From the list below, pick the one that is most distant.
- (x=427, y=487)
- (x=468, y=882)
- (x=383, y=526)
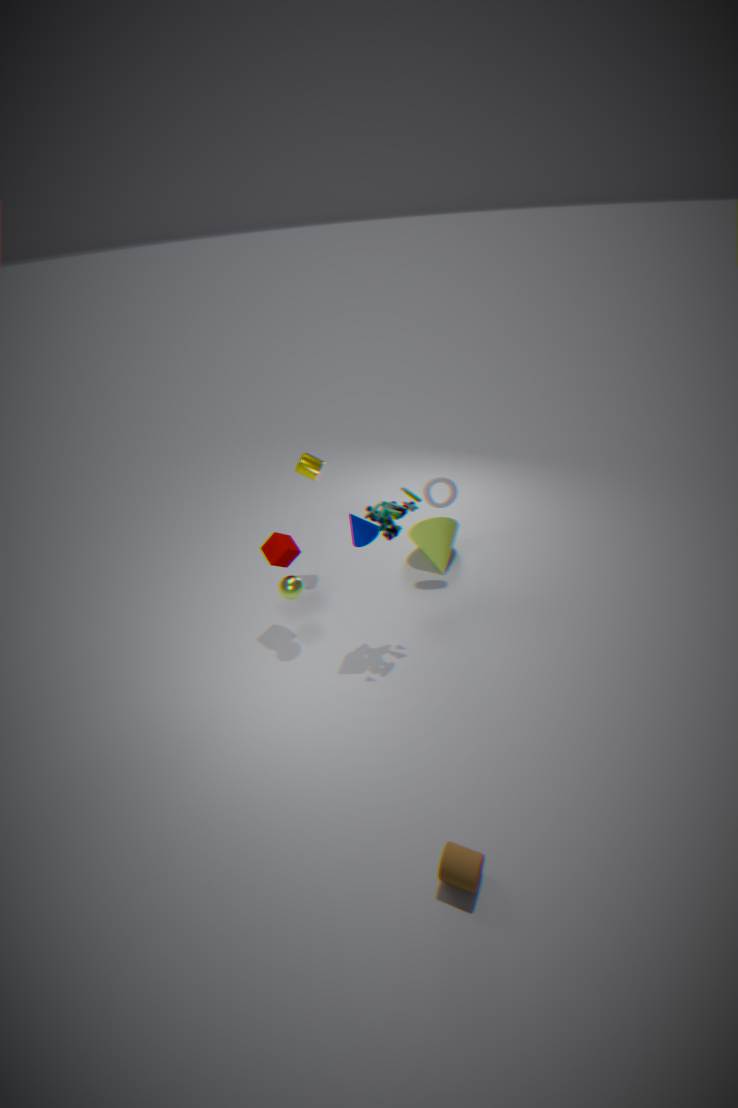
(x=427, y=487)
